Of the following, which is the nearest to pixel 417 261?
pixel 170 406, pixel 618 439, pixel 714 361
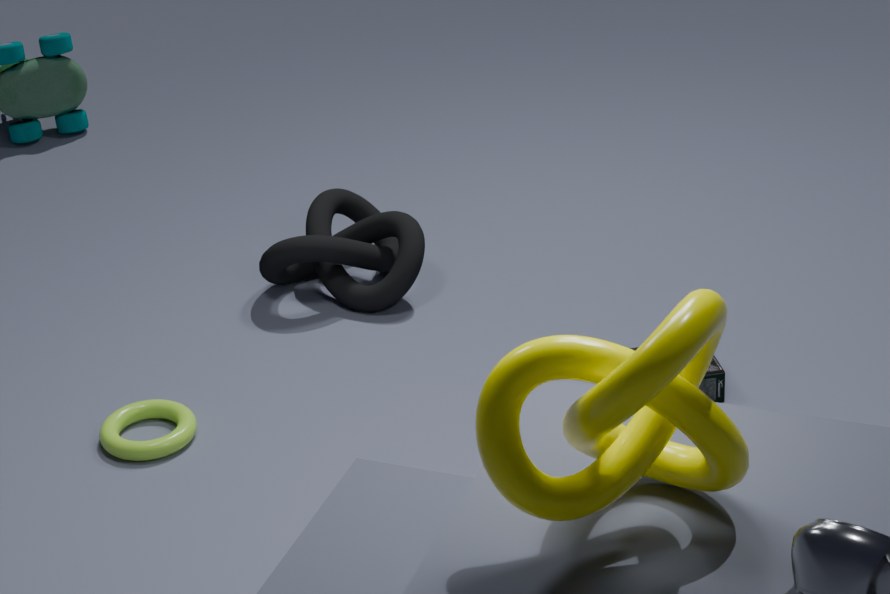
pixel 170 406
